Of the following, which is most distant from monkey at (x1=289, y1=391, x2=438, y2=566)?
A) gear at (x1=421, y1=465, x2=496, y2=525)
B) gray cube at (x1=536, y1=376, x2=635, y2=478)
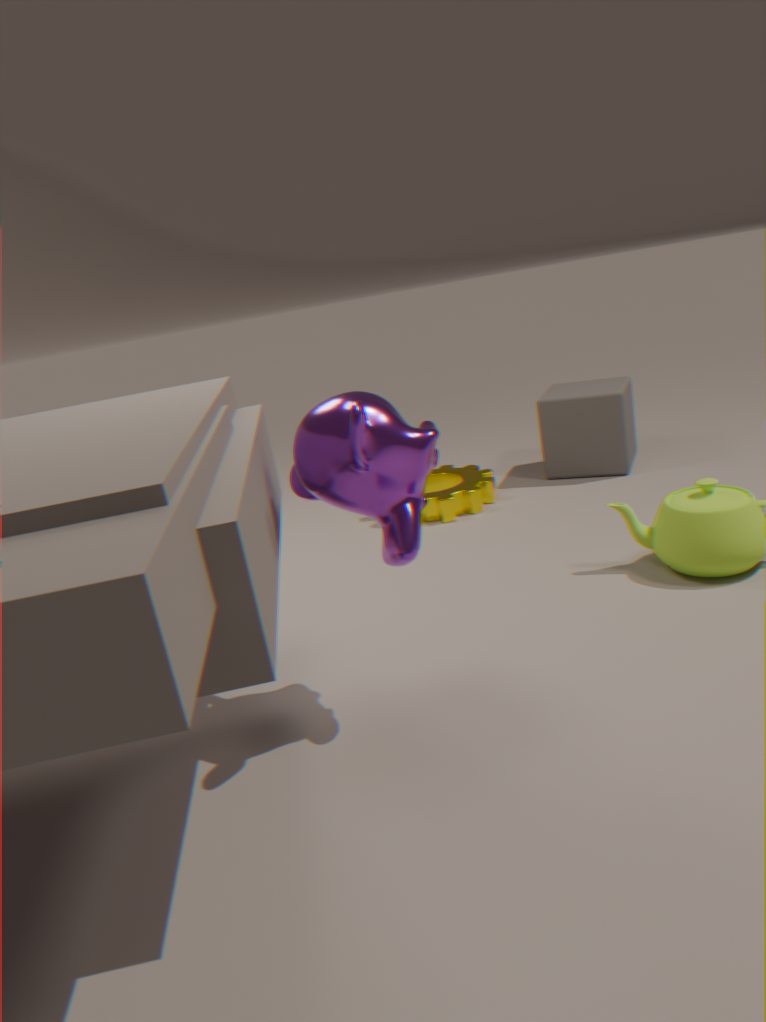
gray cube at (x1=536, y1=376, x2=635, y2=478)
